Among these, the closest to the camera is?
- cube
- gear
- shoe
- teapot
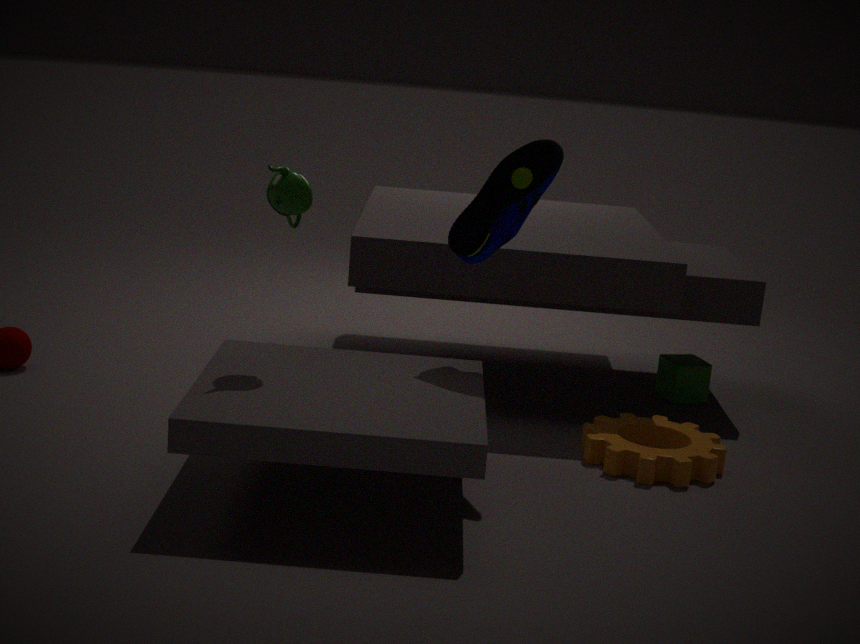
teapot
